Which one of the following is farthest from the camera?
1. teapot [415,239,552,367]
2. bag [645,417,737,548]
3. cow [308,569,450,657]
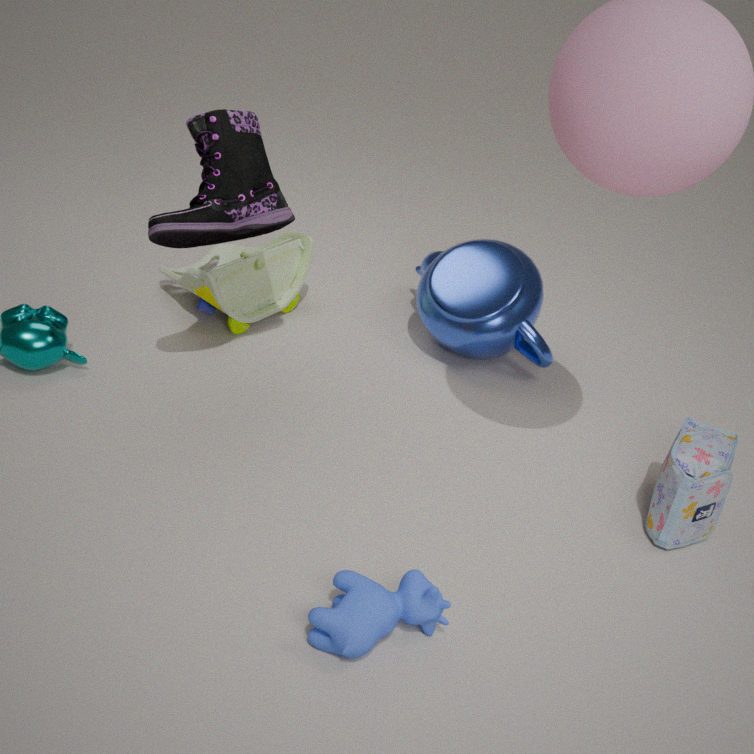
teapot [415,239,552,367]
